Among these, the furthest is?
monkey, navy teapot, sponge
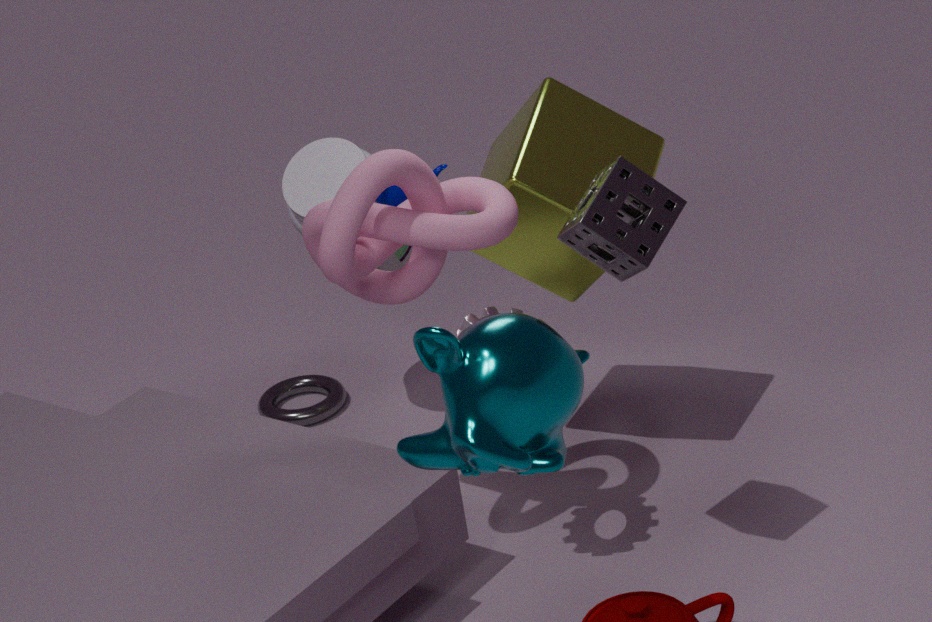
navy teapot
